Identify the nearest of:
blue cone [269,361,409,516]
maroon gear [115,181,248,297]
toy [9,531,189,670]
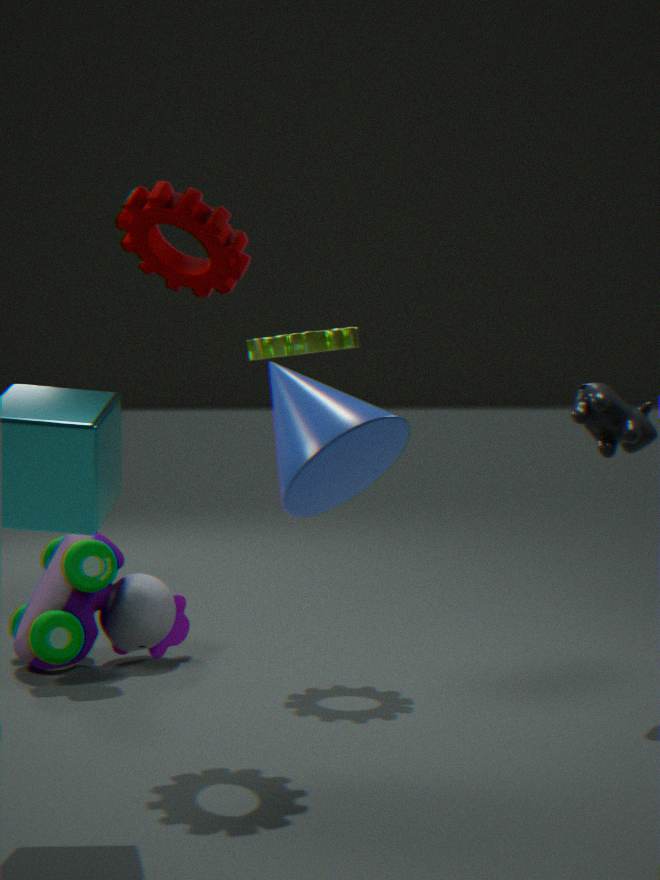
blue cone [269,361,409,516]
